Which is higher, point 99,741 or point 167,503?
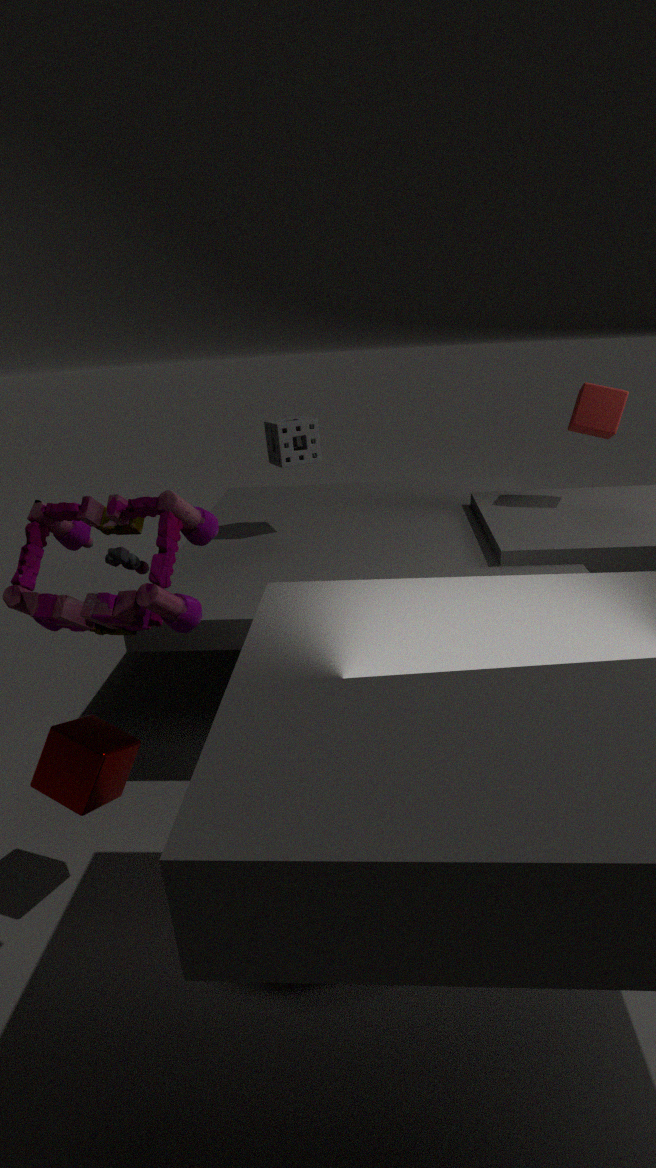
point 167,503
